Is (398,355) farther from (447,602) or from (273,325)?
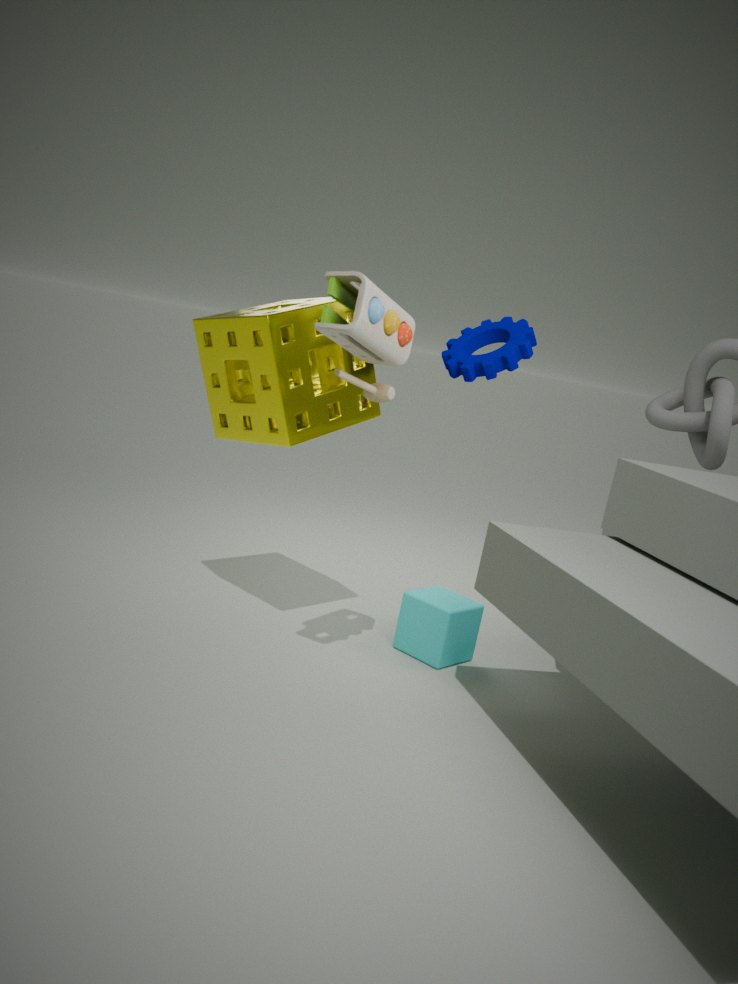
(447,602)
